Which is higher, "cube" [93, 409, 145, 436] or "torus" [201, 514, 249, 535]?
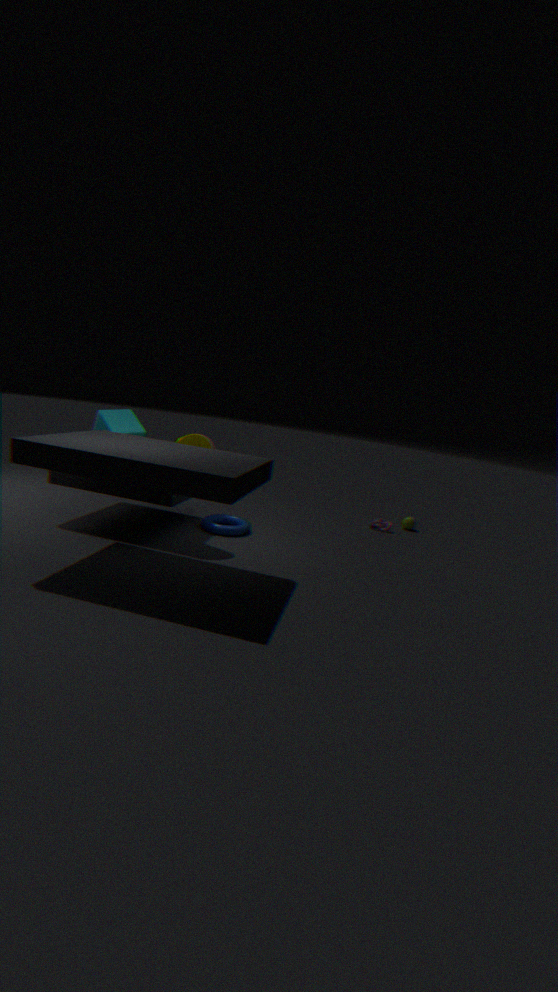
"cube" [93, 409, 145, 436]
